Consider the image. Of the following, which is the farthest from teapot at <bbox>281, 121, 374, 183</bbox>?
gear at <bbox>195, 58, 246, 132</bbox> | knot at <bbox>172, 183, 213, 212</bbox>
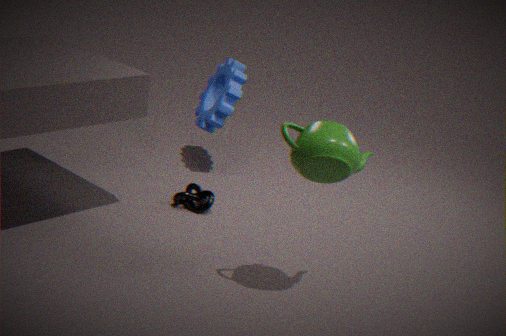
gear at <bbox>195, 58, 246, 132</bbox>
